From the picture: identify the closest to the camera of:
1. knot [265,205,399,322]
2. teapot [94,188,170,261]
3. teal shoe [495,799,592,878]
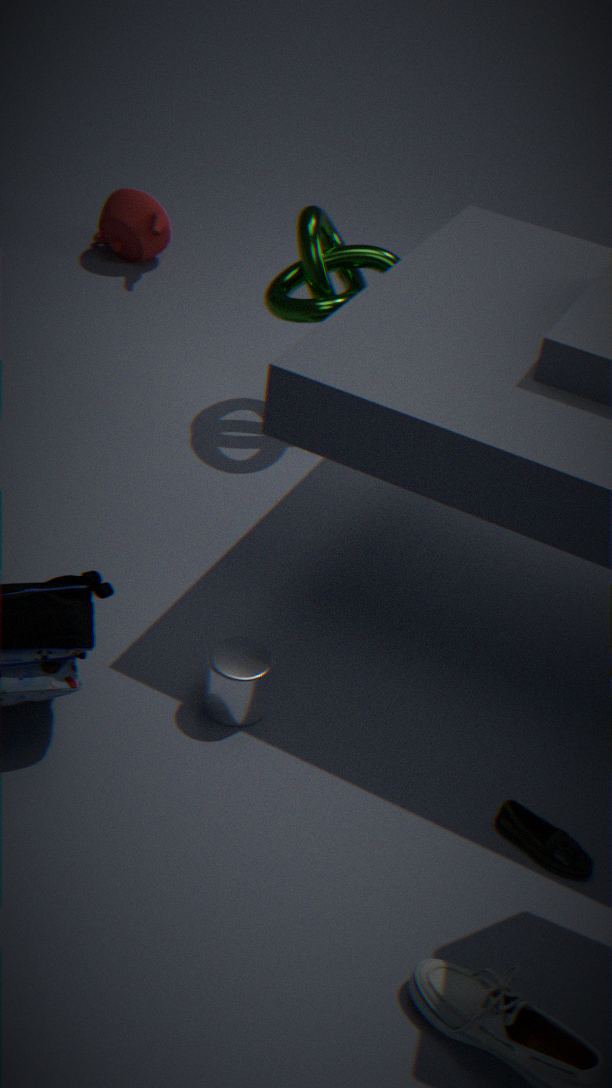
teal shoe [495,799,592,878]
